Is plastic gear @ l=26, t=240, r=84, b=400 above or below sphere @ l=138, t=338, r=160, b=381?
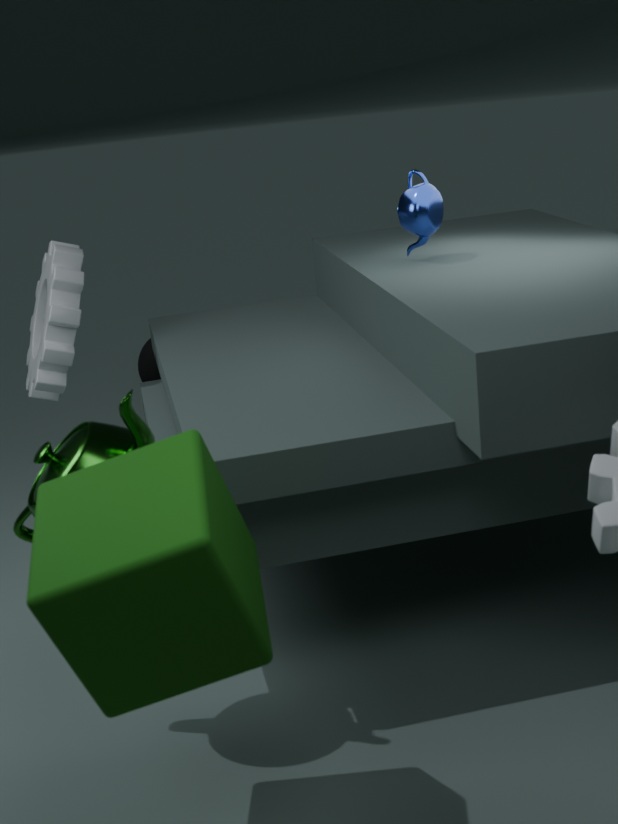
above
